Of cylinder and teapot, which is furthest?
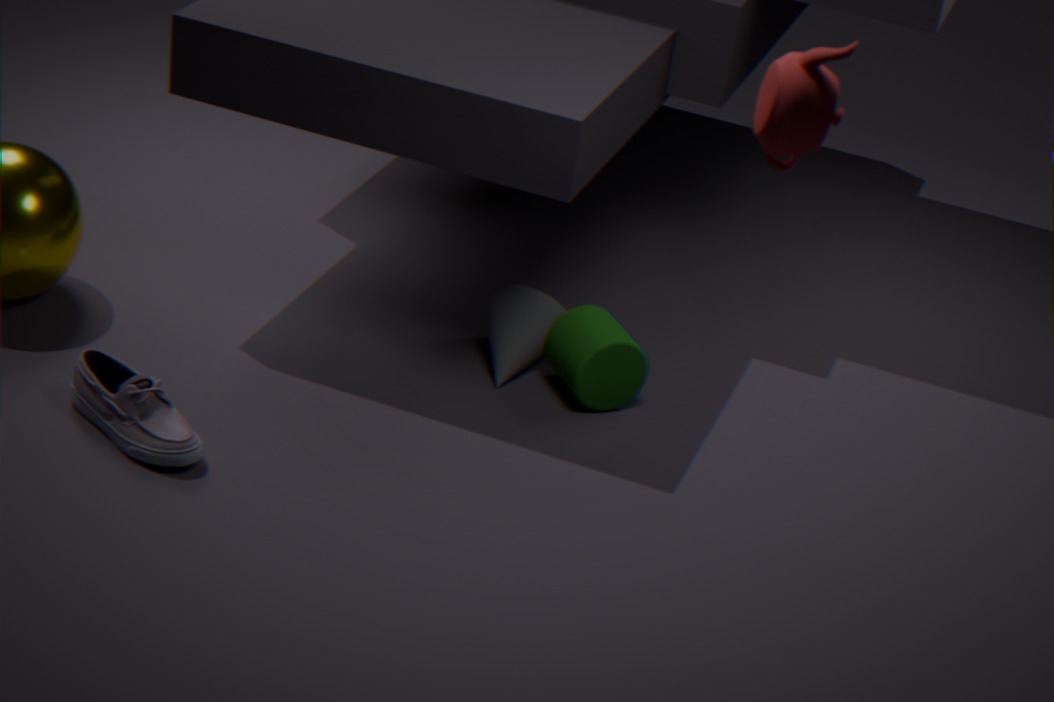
cylinder
